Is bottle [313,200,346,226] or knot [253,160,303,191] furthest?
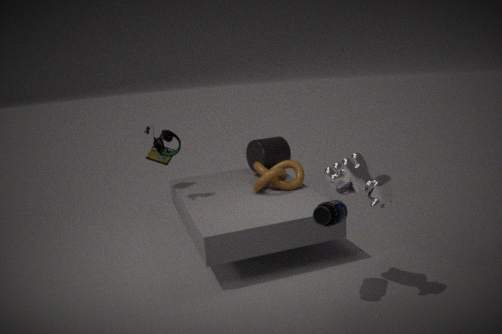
knot [253,160,303,191]
